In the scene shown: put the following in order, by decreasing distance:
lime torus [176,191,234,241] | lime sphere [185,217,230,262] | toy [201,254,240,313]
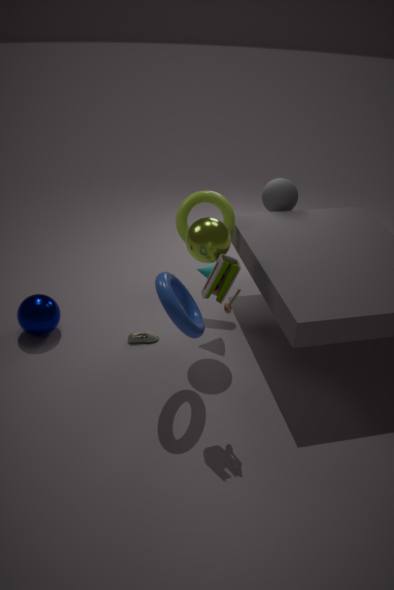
lime torus [176,191,234,241], lime sphere [185,217,230,262], toy [201,254,240,313]
